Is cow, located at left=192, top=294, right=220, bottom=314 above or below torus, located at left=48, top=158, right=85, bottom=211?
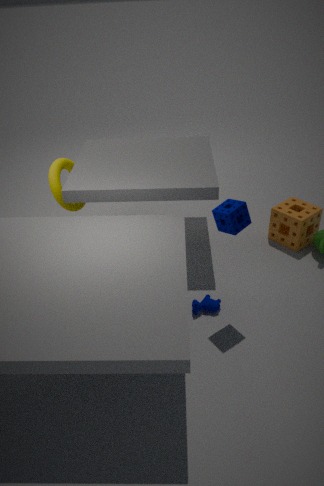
below
